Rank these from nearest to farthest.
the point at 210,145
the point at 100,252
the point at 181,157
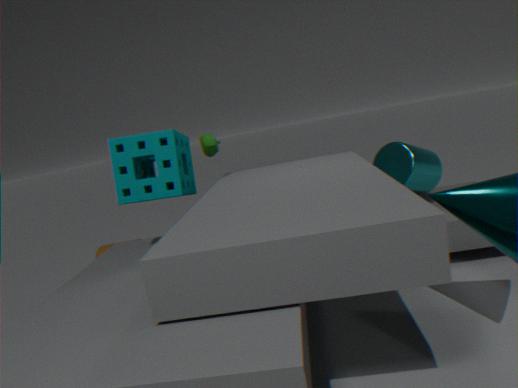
the point at 181,157
the point at 210,145
the point at 100,252
